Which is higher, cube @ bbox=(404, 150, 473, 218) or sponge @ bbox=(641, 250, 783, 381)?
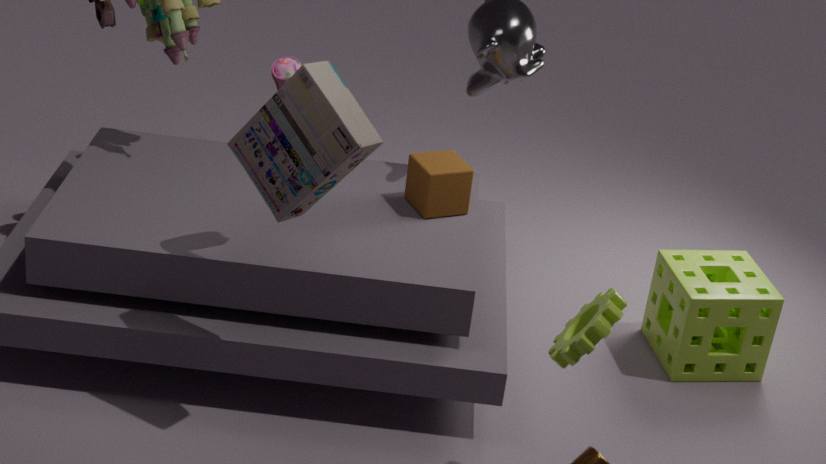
cube @ bbox=(404, 150, 473, 218)
